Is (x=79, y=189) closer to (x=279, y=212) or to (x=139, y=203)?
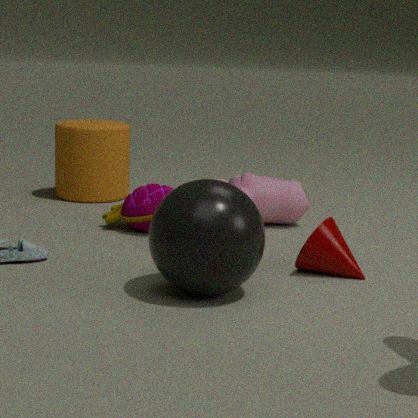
(x=139, y=203)
